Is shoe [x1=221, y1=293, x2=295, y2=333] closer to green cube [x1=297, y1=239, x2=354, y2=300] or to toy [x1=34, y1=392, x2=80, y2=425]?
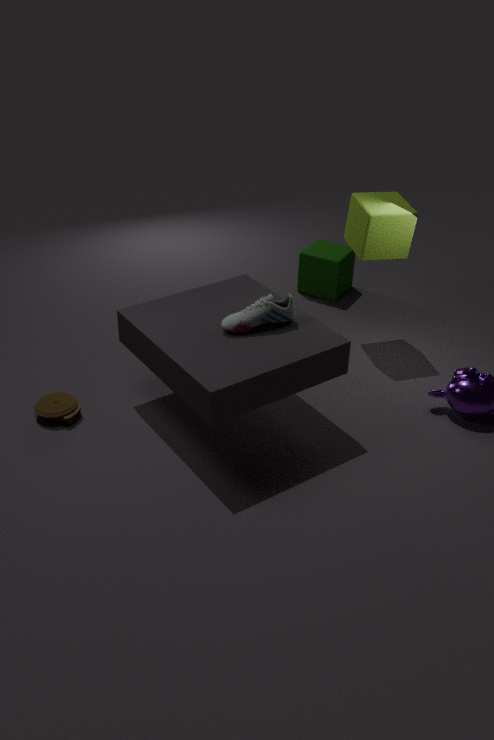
toy [x1=34, y1=392, x2=80, y2=425]
